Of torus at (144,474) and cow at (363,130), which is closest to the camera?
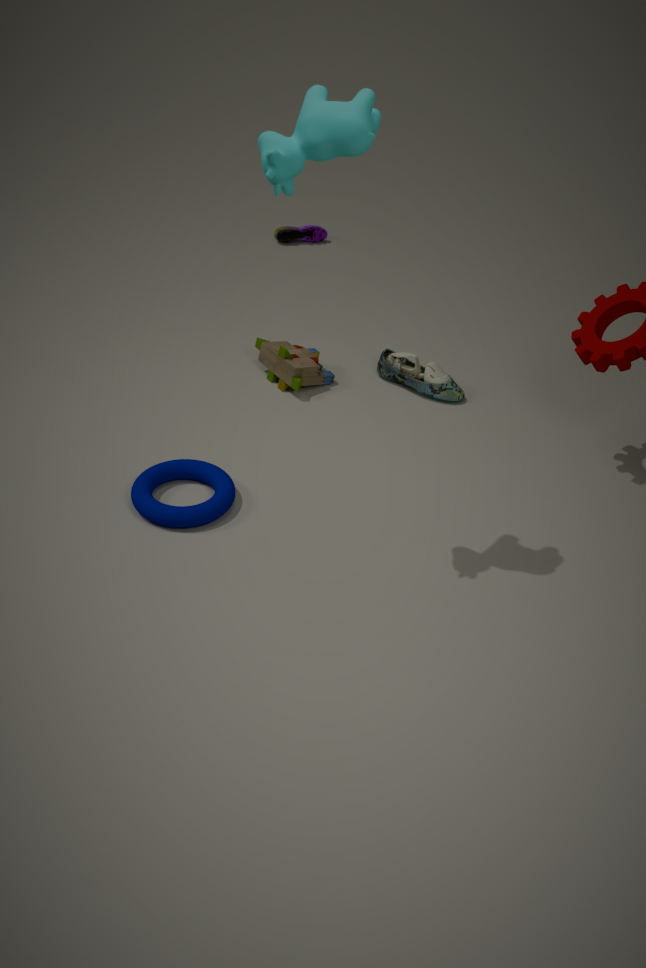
cow at (363,130)
